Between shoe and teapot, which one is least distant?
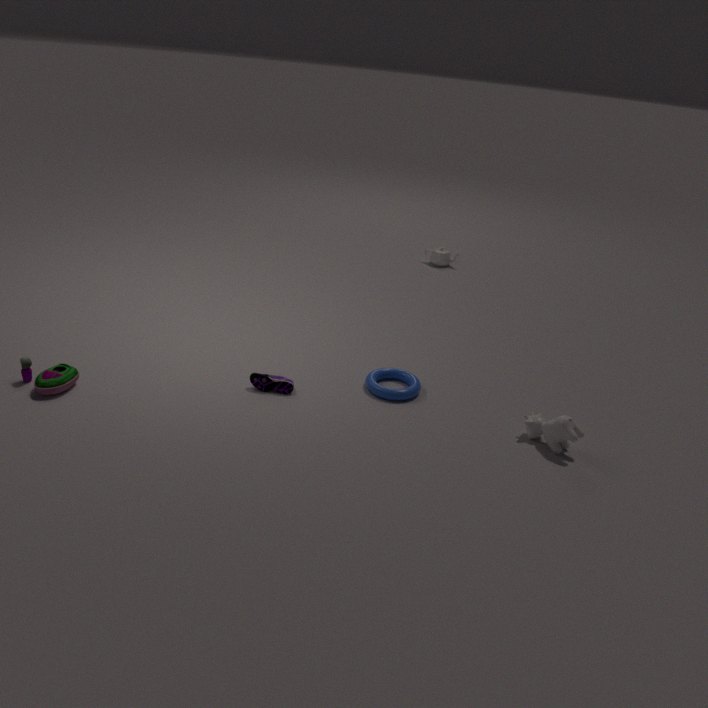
shoe
